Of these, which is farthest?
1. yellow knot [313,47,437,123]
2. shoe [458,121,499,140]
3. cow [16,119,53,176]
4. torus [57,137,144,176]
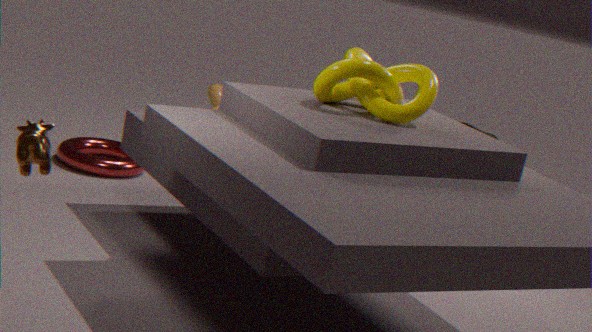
shoe [458,121,499,140]
